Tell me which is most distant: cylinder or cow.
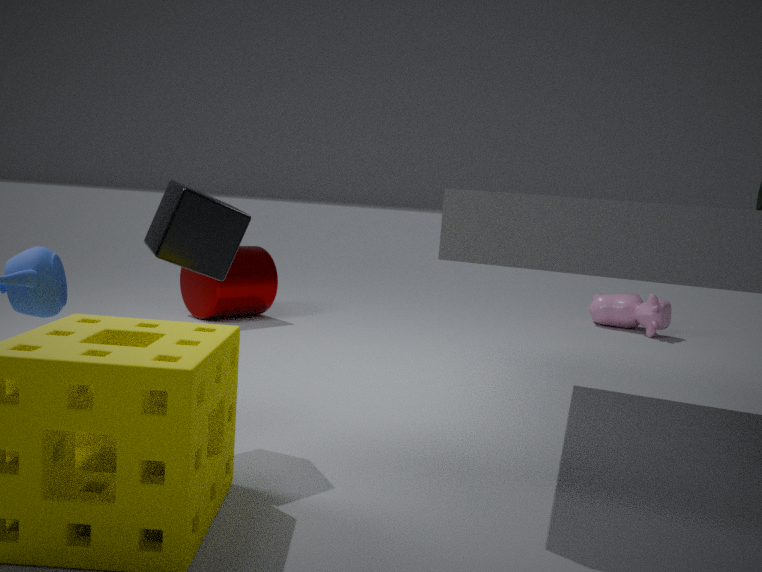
cow
